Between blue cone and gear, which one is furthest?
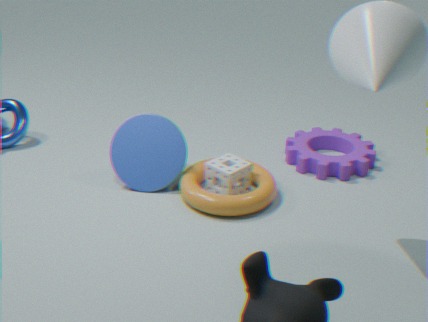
gear
